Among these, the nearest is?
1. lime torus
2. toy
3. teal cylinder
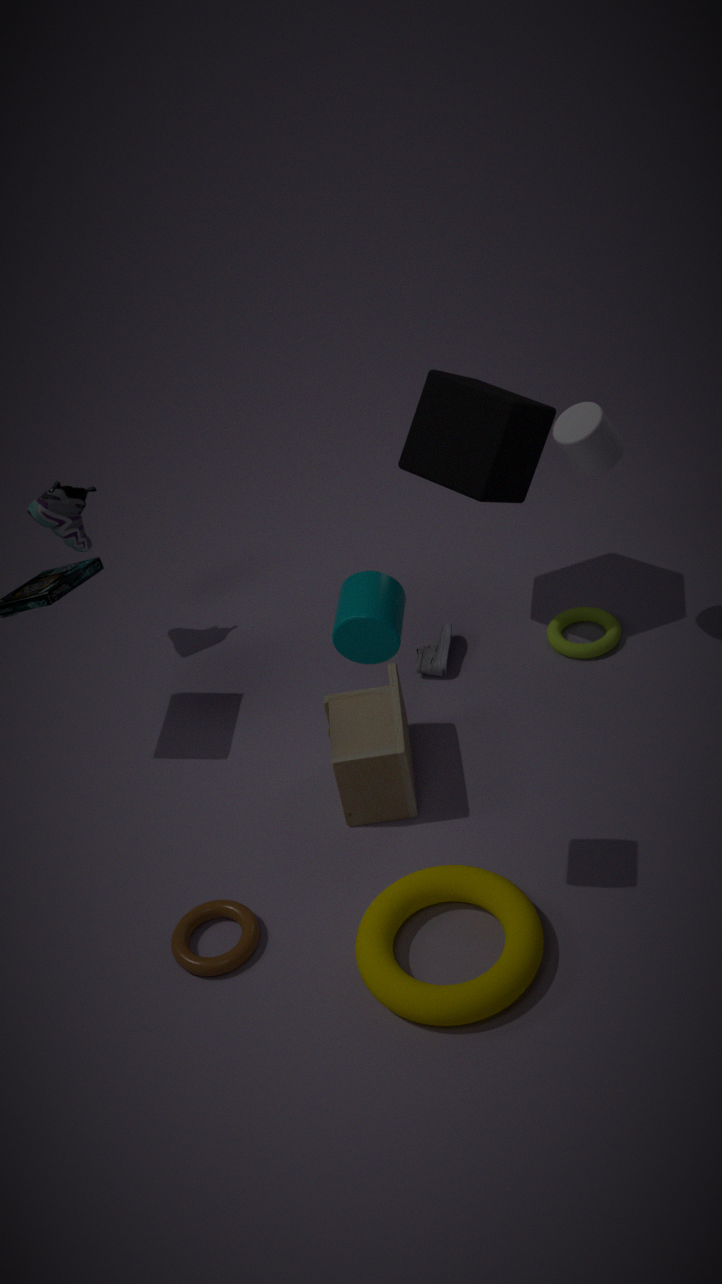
teal cylinder
